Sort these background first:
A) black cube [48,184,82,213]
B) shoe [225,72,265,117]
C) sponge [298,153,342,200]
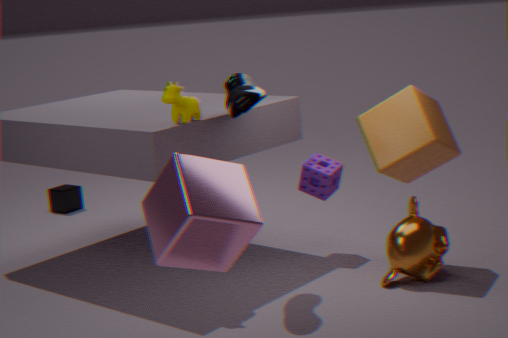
1. black cube [48,184,82,213]
2. sponge [298,153,342,200]
3. shoe [225,72,265,117]
